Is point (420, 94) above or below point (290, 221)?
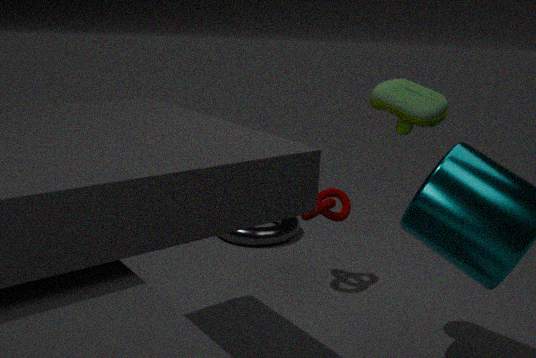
above
